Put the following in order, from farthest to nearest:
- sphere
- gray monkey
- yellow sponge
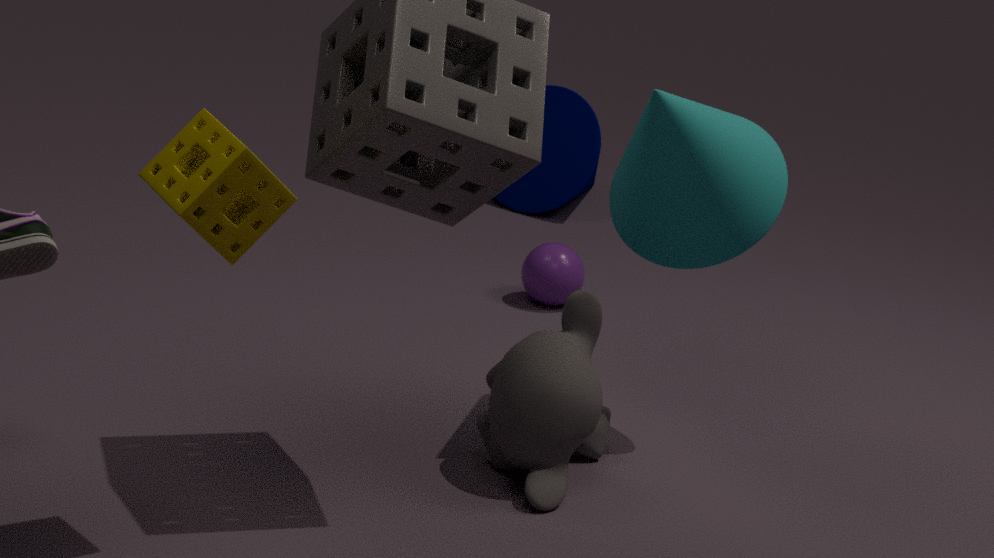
sphere < gray monkey < yellow sponge
